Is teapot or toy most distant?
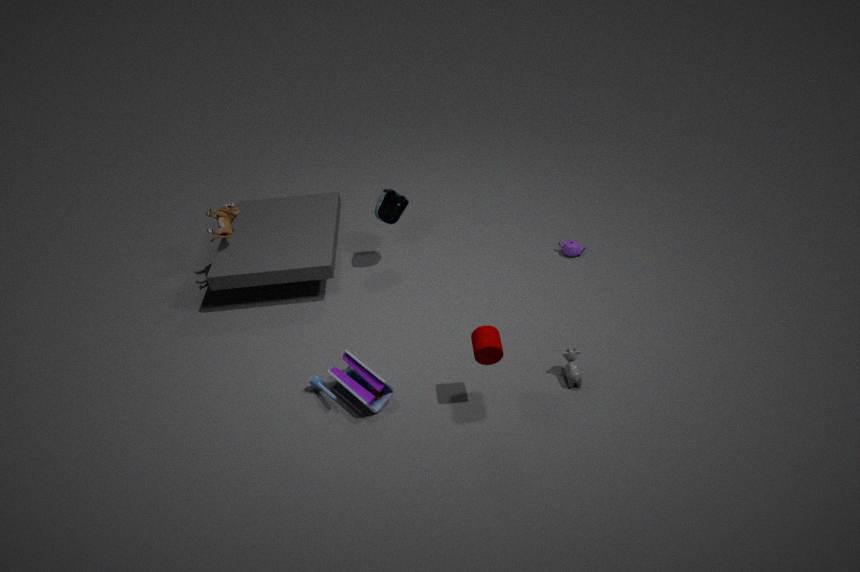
teapot
